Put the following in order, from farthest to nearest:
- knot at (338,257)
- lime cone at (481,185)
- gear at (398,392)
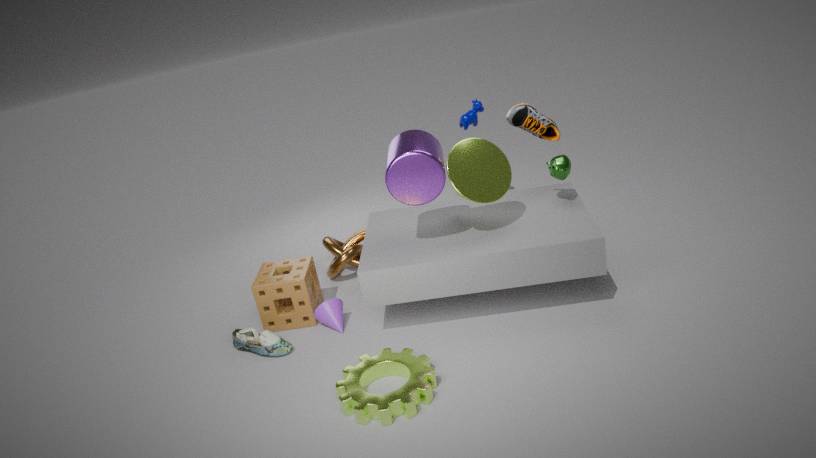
knot at (338,257) < lime cone at (481,185) < gear at (398,392)
